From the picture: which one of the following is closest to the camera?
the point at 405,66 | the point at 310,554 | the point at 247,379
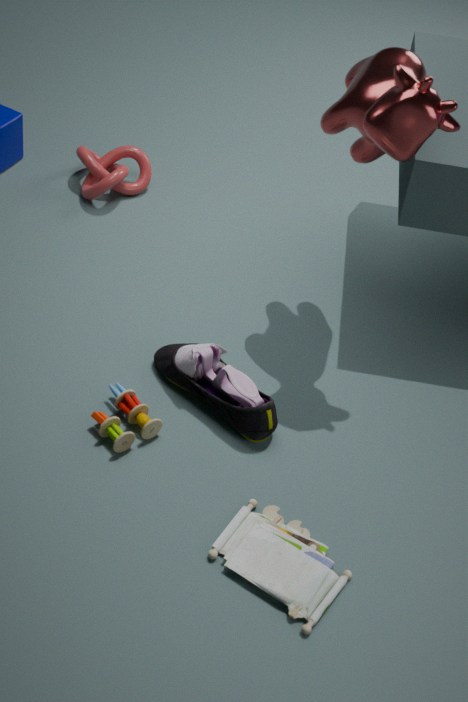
the point at 310,554
